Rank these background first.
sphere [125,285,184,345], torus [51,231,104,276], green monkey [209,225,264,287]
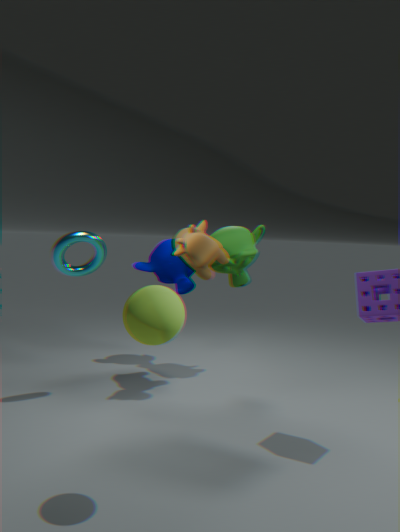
green monkey [209,225,264,287], torus [51,231,104,276], sphere [125,285,184,345]
